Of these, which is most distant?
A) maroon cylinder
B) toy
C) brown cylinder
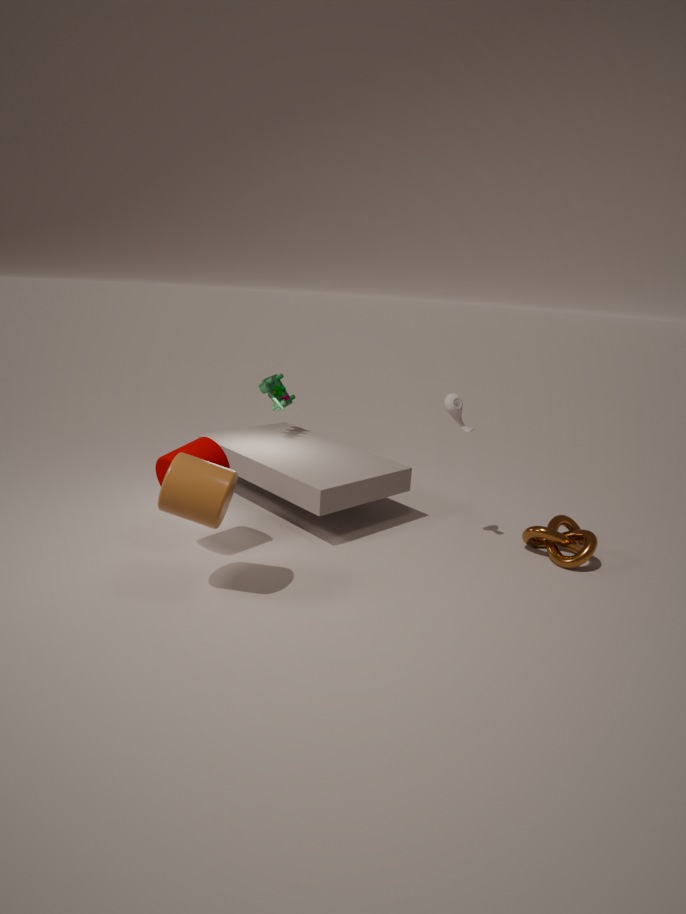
toy
